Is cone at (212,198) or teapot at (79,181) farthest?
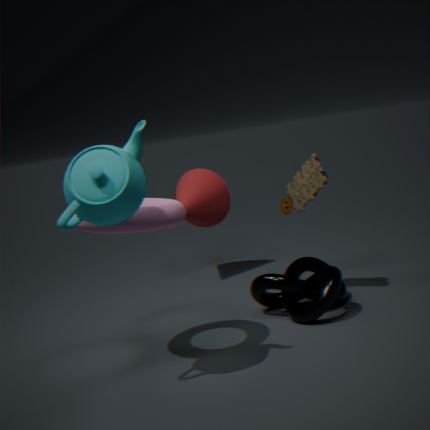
cone at (212,198)
